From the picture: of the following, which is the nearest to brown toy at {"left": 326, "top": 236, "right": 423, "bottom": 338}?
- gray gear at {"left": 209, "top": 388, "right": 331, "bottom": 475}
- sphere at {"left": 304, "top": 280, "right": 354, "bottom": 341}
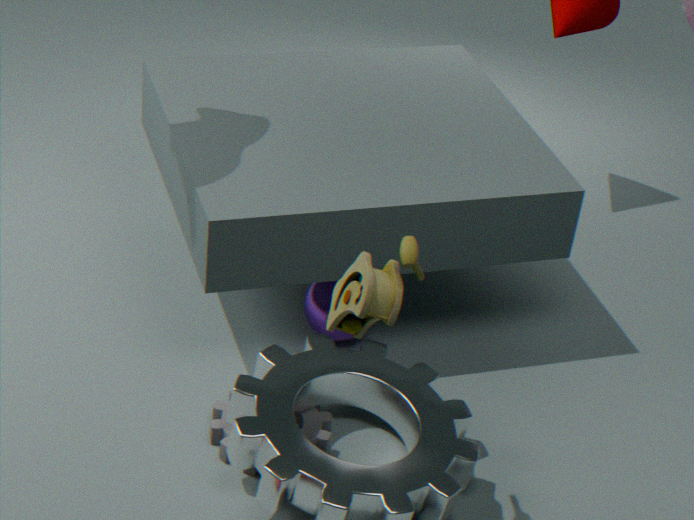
gray gear at {"left": 209, "top": 388, "right": 331, "bottom": 475}
